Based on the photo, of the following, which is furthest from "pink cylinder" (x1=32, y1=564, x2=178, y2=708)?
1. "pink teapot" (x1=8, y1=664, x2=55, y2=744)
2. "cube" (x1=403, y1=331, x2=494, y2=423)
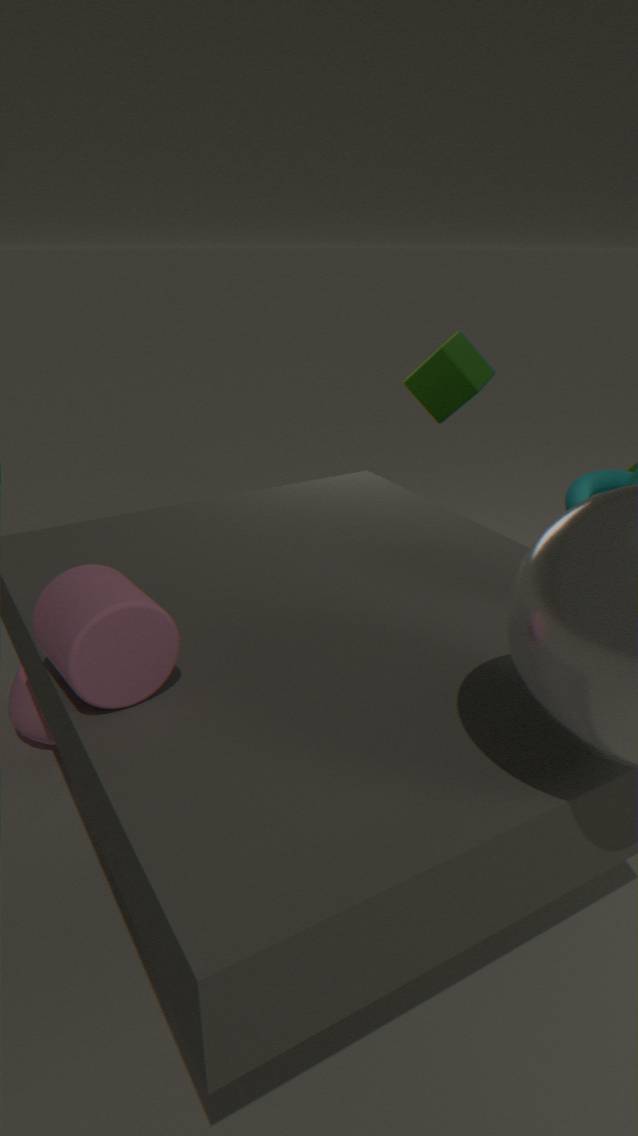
"cube" (x1=403, y1=331, x2=494, y2=423)
